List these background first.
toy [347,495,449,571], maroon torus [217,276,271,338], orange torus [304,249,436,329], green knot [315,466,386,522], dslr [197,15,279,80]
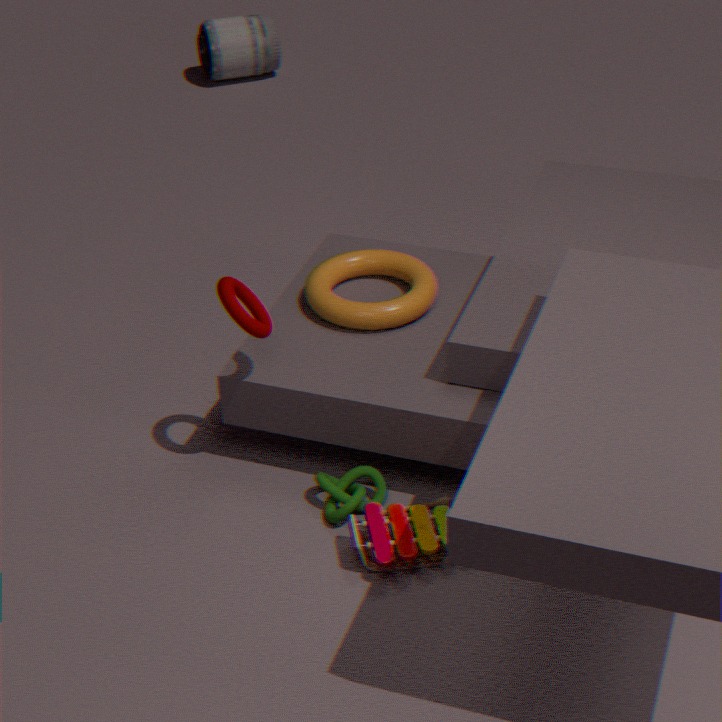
dslr [197,15,279,80] < orange torus [304,249,436,329] < green knot [315,466,386,522] < maroon torus [217,276,271,338] < toy [347,495,449,571]
